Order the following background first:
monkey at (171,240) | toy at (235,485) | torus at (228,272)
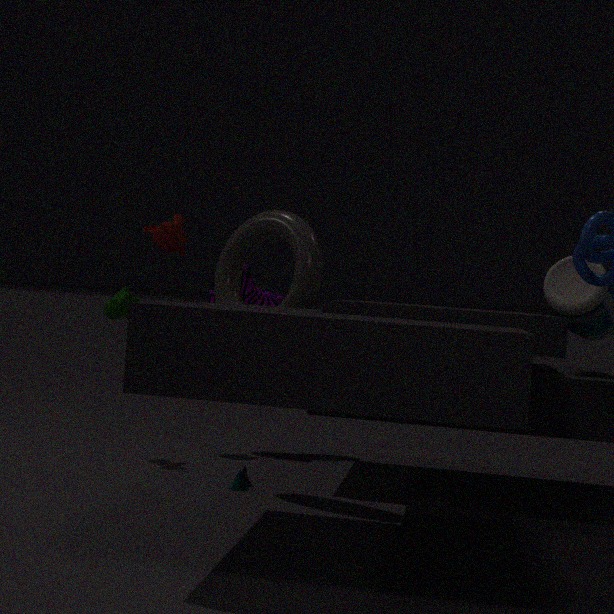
monkey at (171,240), toy at (235,485), torus at (228,272)
